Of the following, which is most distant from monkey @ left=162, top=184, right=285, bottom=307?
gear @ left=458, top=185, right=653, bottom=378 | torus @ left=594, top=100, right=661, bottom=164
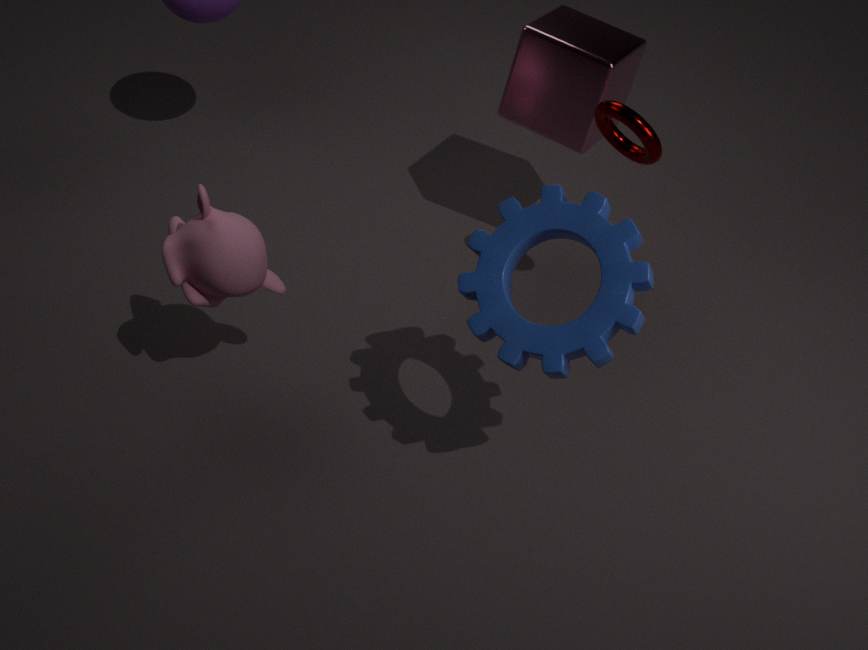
torus @ left=594, top=100, right=661, bottom=164
